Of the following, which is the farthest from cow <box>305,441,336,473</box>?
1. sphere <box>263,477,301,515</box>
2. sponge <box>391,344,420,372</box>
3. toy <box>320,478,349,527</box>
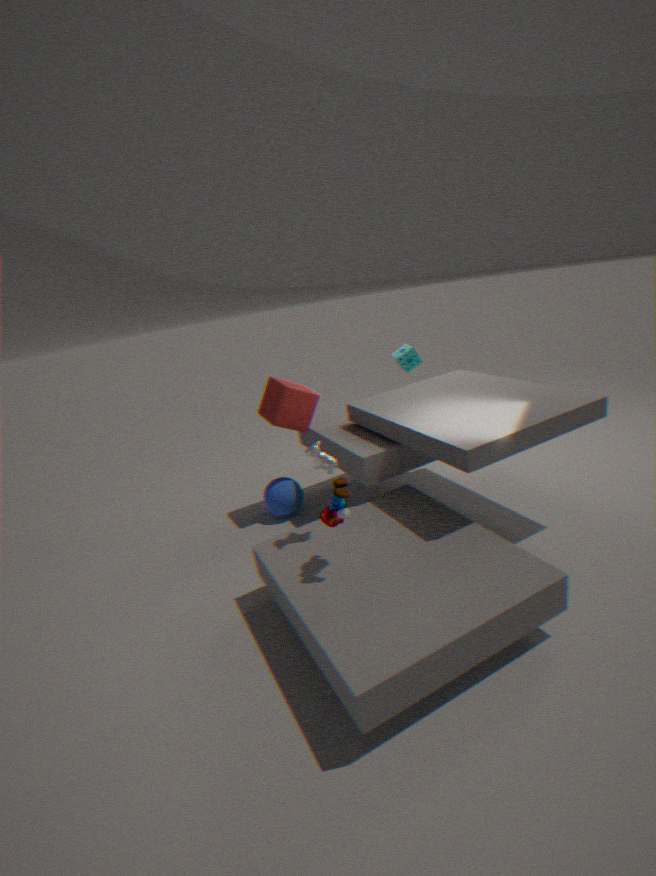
sponge <box>391,344,420,372</box>
